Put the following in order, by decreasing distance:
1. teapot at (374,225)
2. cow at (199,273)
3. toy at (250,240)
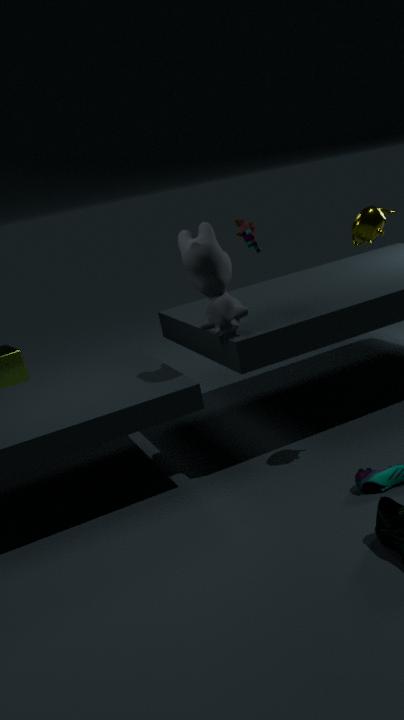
toy at (250,240)
cow at (199,273)
teapot at (374,225)
